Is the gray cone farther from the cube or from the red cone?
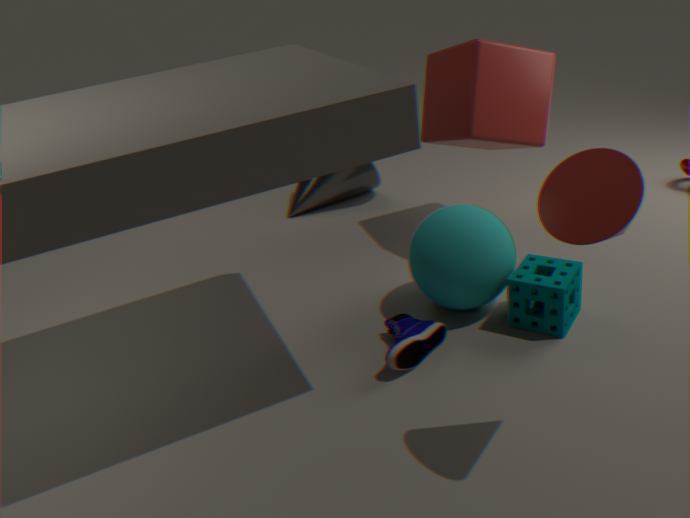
the red cone
